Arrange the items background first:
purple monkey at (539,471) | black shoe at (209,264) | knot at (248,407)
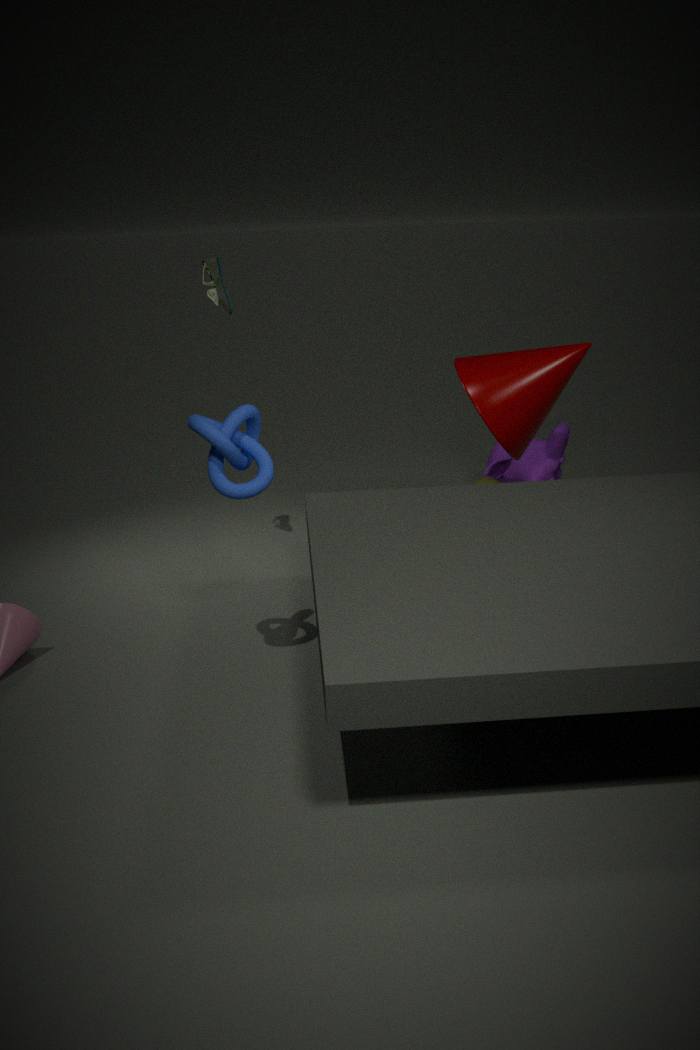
purple monkey at (539,471) → black shoe at (209,264) → knot at (248,407)
